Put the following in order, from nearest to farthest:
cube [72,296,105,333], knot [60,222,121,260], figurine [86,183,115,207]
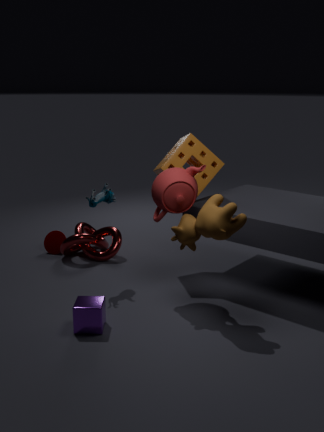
cube [72,296,105,333]
figurine [86,183,115,207]
knot [60,222,121,260]
